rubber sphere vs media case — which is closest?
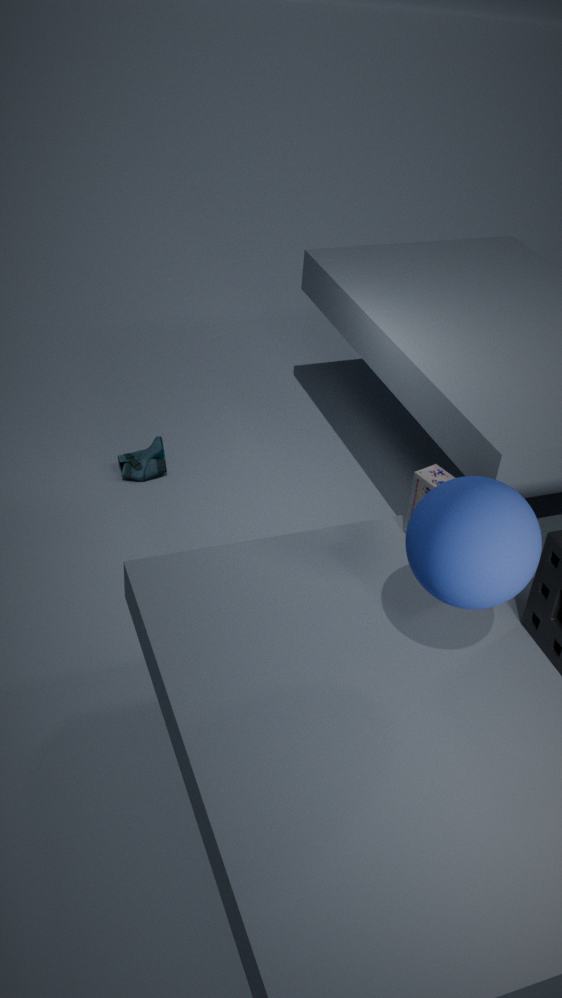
rubber sphere
